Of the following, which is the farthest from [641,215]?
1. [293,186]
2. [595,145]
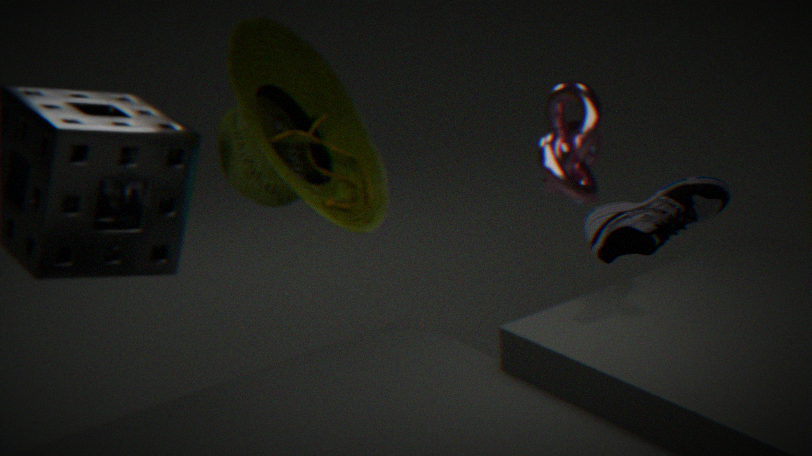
[293,186]
